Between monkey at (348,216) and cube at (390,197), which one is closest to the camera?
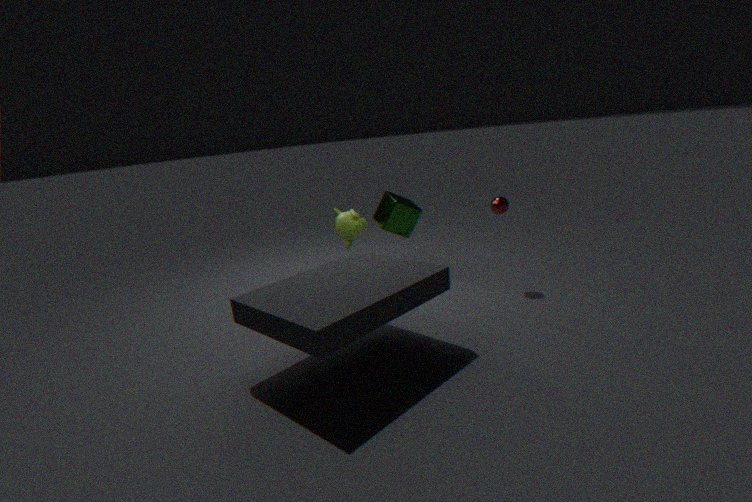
cube at (390,197)
